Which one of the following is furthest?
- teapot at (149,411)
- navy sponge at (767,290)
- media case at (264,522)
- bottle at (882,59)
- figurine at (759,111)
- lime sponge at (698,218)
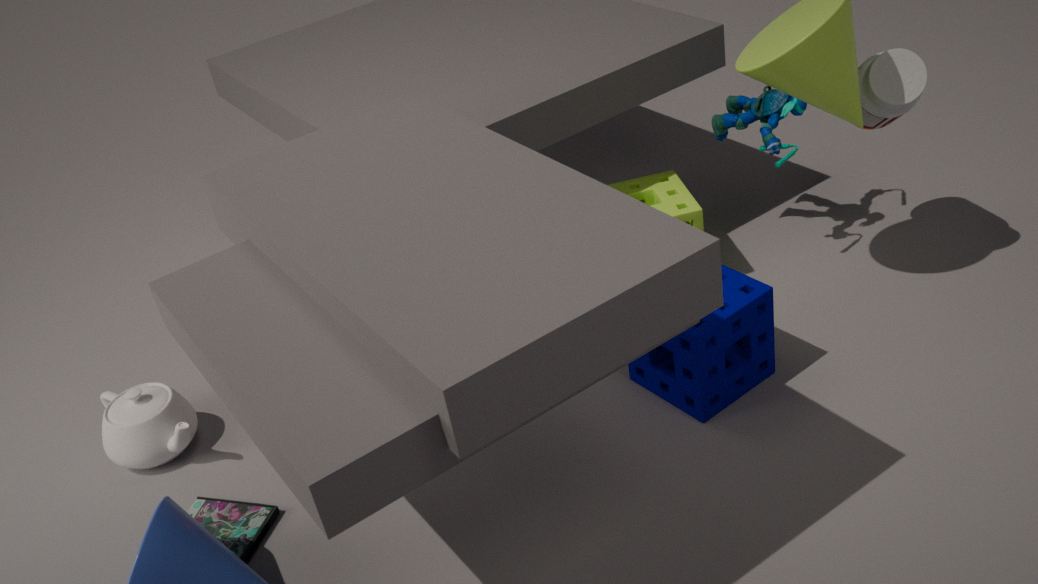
lime sponge at (698,218)
